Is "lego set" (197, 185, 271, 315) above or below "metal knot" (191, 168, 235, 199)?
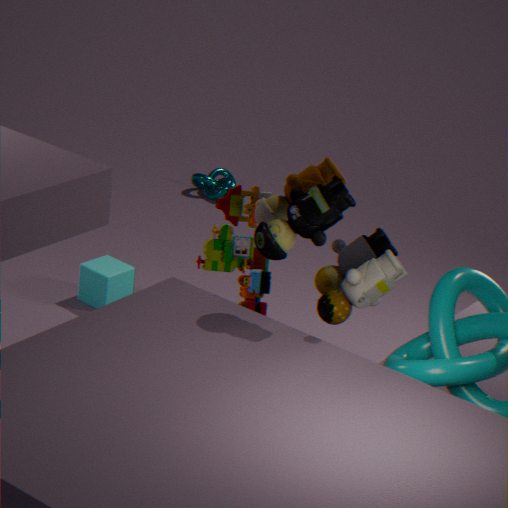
above
